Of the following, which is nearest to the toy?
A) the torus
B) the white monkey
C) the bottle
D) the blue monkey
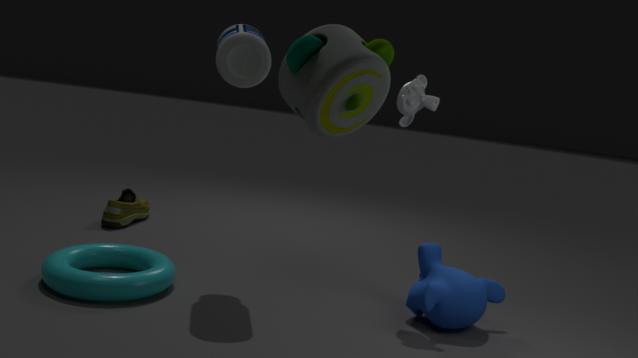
the bottle
